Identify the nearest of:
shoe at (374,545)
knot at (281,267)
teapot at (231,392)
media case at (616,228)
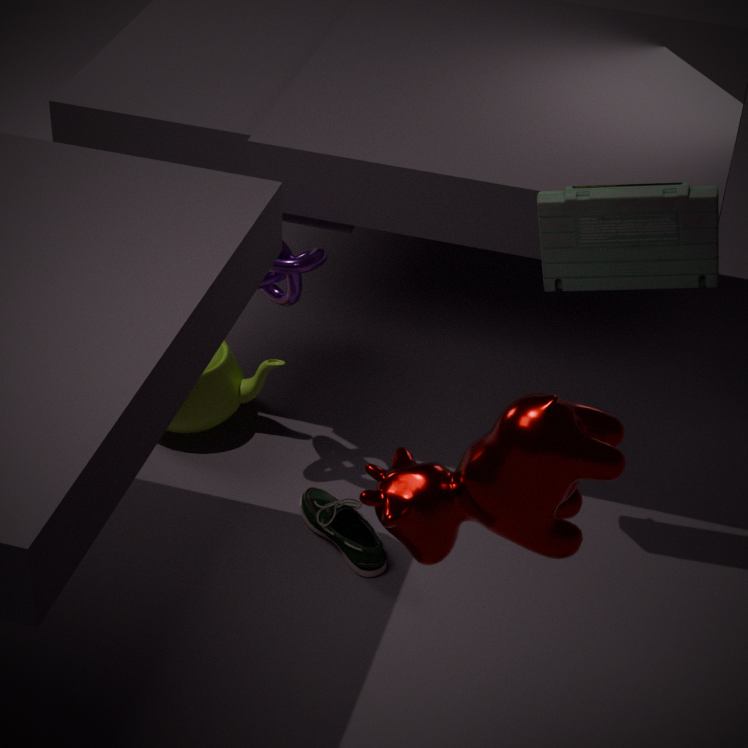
media case at (616,228)
